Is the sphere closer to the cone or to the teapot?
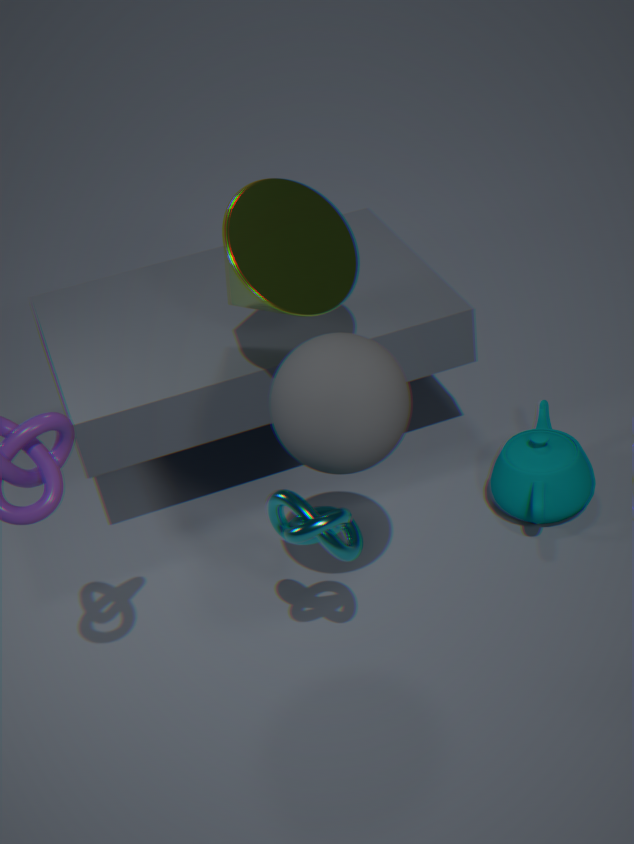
the cone
